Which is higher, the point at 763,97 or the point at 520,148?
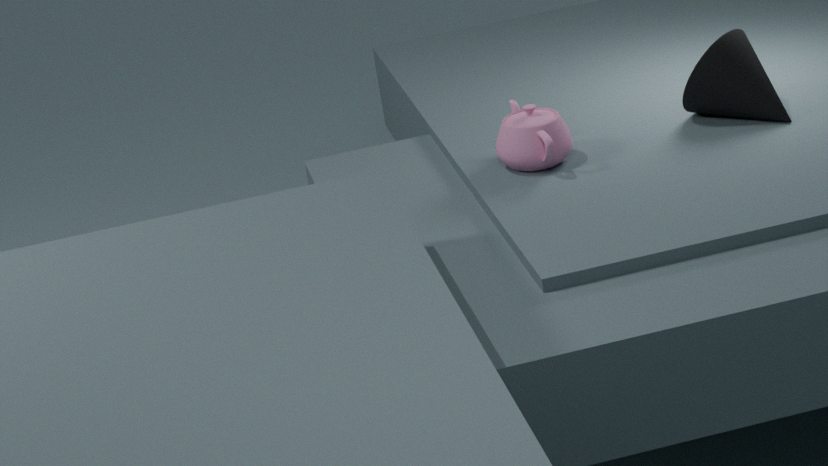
the point at 763,97
